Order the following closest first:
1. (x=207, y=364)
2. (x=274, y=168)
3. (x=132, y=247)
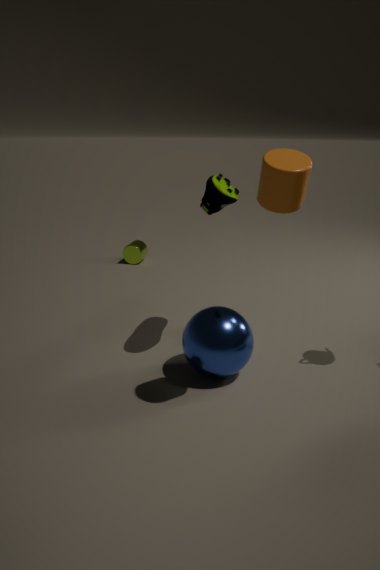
(x=274, y=168)
(x=207, y=364)
(x=132, y=247)
